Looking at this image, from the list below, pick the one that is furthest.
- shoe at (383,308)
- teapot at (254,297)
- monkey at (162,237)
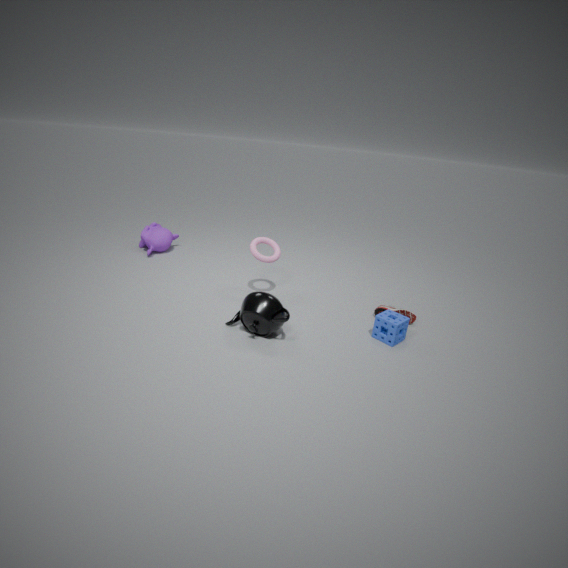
monkey at (162,237)
